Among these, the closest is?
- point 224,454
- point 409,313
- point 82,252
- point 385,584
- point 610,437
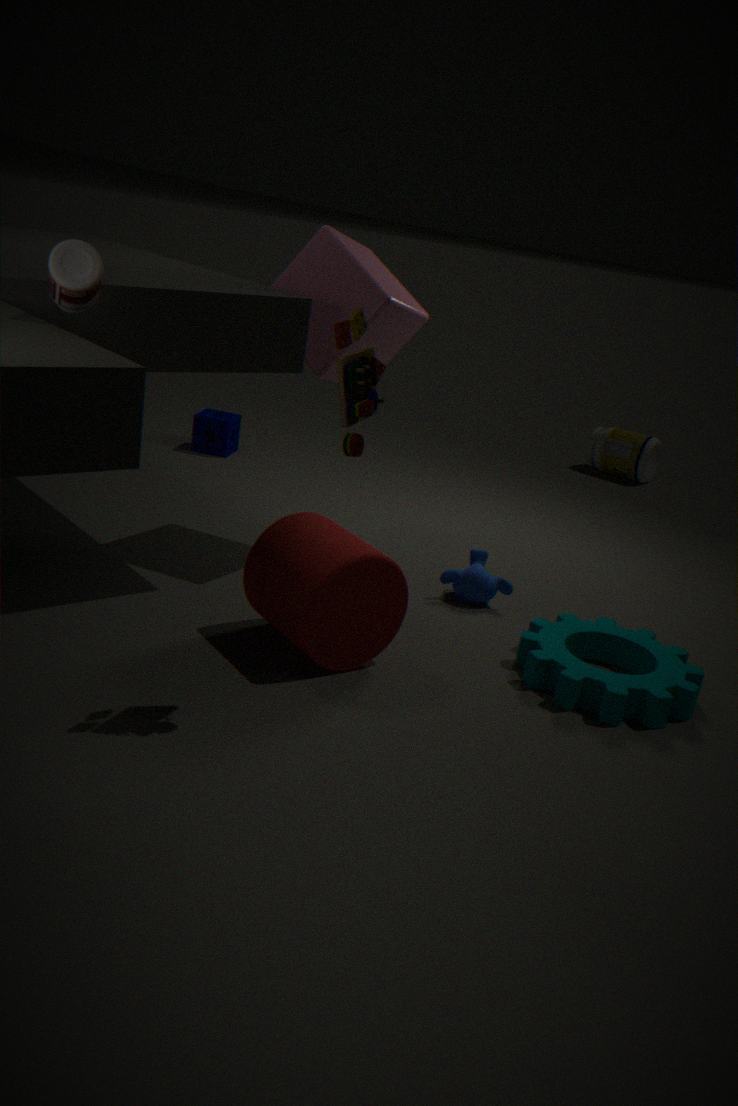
point 82,252
